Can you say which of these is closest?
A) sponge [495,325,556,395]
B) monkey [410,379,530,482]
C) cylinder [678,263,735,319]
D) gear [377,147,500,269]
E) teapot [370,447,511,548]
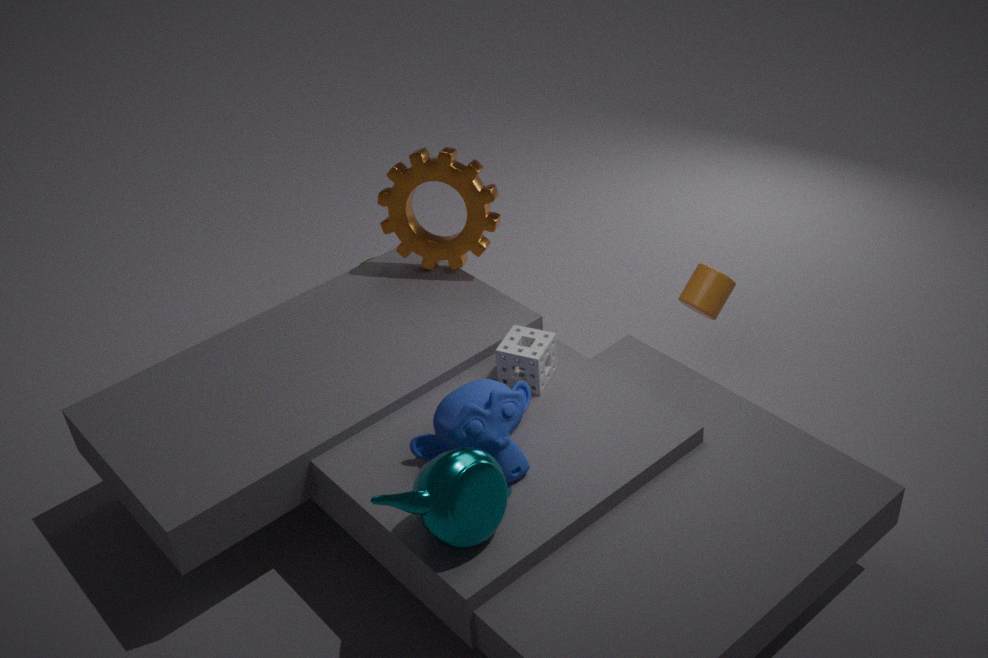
teapot [370,447,511,548]
